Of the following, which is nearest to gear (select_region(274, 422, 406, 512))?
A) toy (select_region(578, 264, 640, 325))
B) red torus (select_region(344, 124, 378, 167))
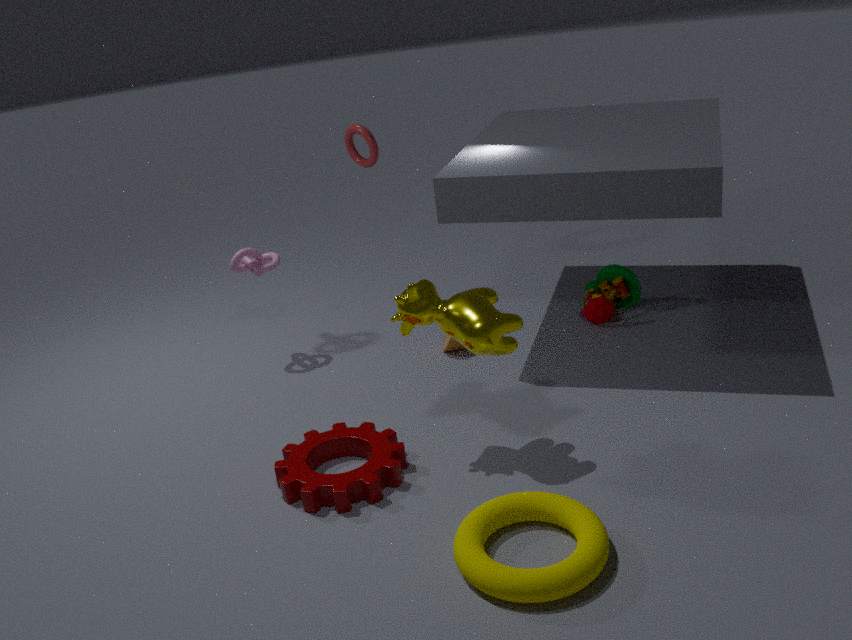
toy (select_region(578, 264, 640, 325))
